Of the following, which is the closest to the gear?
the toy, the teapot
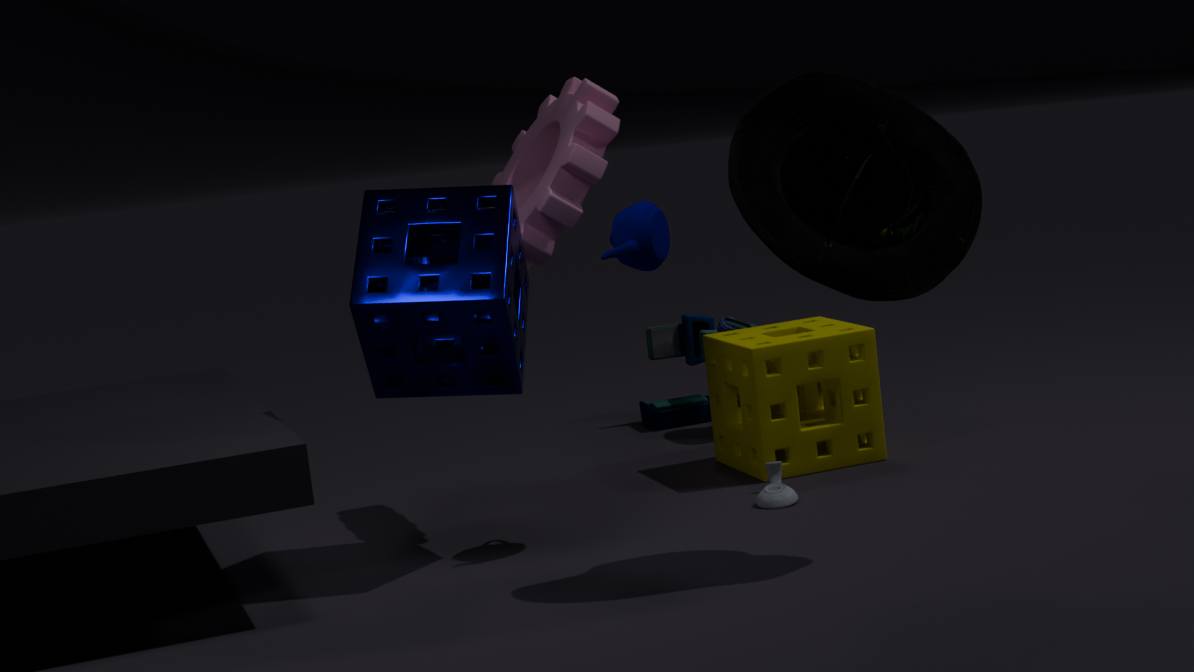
the teapot
